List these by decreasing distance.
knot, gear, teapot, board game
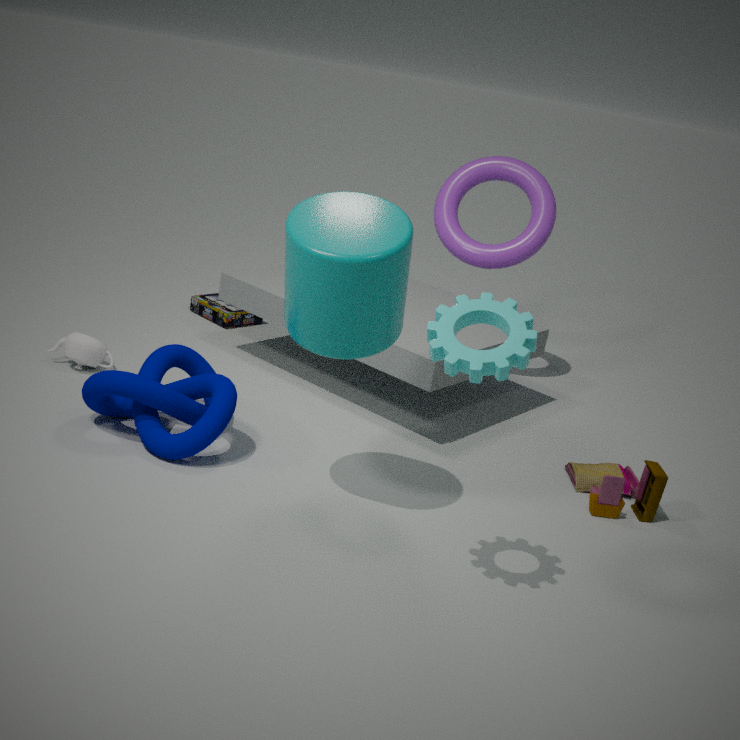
board game, teapot, knot, gear
